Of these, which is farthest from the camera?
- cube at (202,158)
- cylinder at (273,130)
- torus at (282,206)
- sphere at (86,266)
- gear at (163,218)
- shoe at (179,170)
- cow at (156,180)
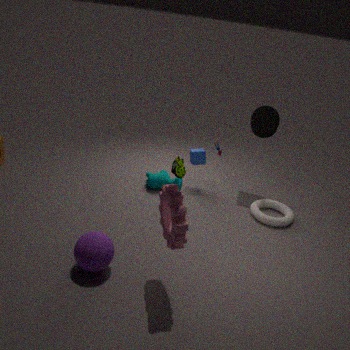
cube at (202,158)
